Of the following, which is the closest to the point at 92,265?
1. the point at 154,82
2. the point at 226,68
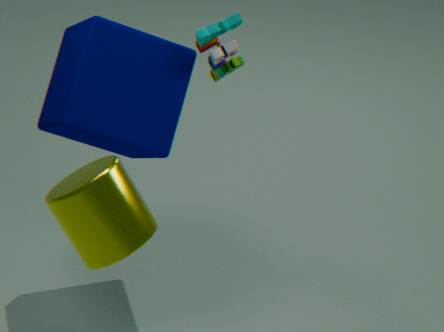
the point at 226,68
